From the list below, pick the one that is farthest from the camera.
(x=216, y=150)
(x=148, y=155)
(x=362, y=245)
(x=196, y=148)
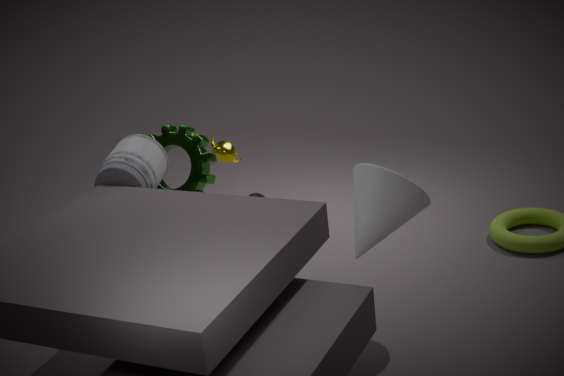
(x=216, y=150)
